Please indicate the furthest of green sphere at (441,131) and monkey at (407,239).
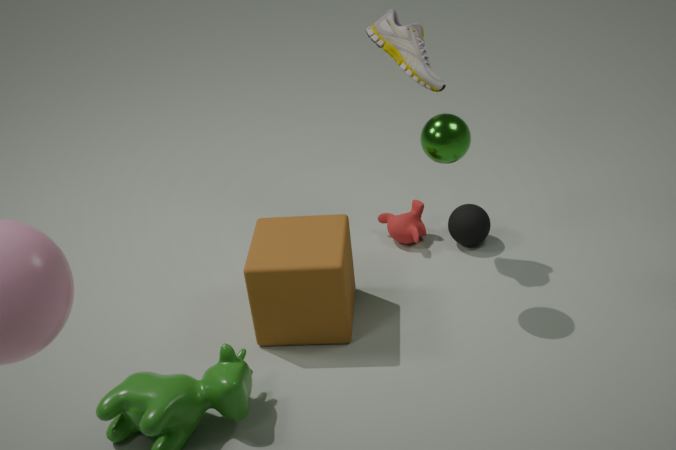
monkey at (407,239)
